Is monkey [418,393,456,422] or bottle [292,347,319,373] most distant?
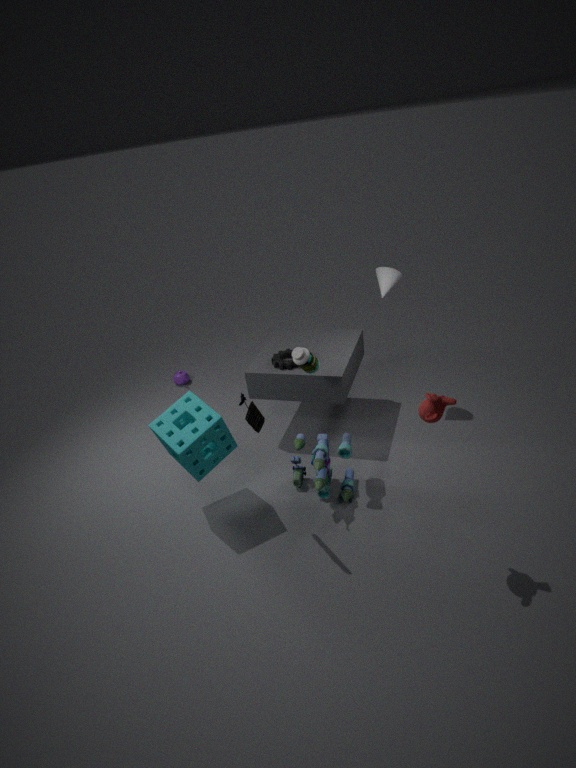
bottle [292,347,319,373]
